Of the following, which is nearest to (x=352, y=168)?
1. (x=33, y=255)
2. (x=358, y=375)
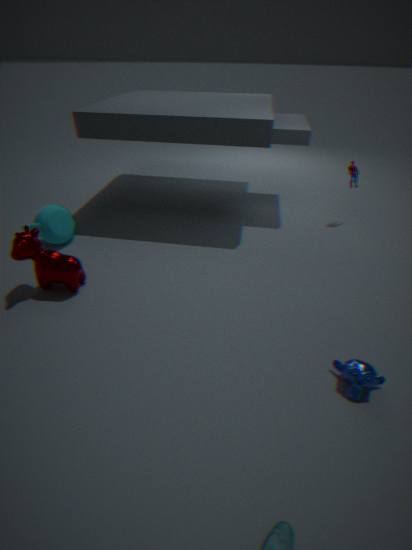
(x=358, y=375)
